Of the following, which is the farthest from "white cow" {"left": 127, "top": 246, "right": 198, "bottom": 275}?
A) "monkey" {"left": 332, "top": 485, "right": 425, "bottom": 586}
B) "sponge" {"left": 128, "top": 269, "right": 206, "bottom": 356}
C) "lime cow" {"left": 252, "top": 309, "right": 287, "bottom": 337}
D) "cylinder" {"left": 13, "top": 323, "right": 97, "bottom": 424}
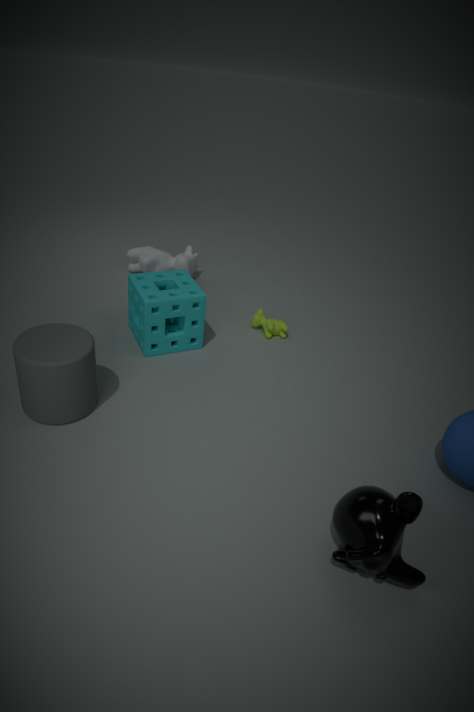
"monkey" {"left": 332, "top": 485, "right": 425, "bottom": 586}
